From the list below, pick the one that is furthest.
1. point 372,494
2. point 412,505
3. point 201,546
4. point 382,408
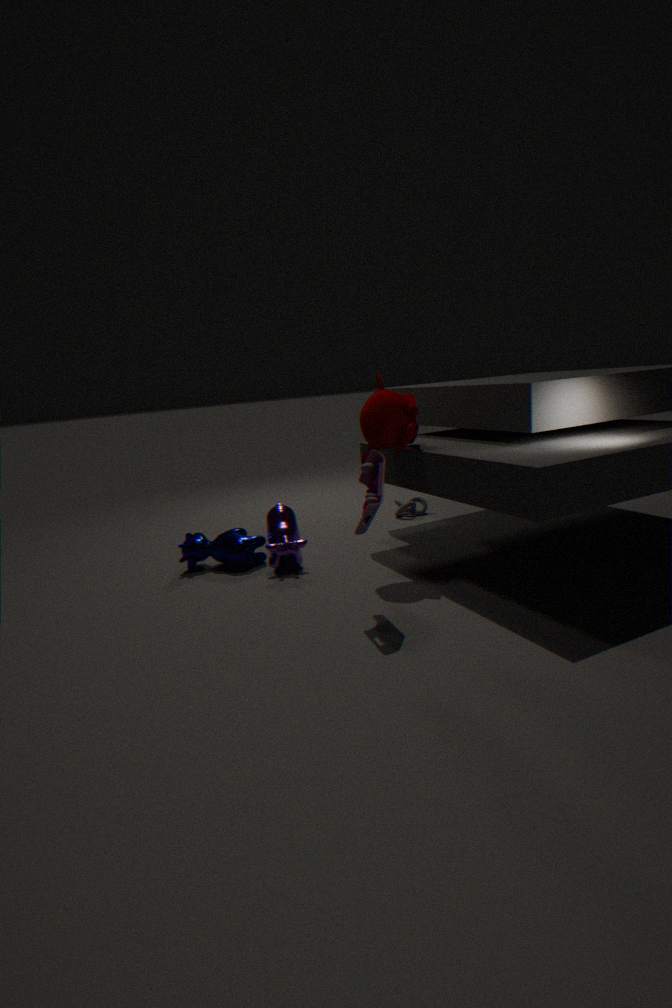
point 412,505
